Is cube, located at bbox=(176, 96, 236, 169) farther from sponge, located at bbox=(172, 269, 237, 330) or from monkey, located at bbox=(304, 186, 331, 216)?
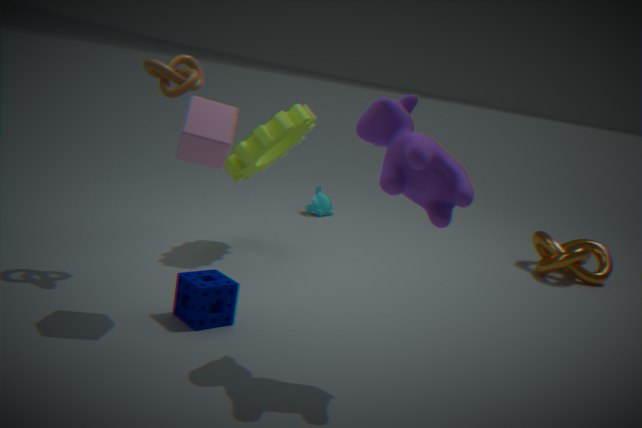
monkey, located at bbox=(304, 186, 331, 216)
